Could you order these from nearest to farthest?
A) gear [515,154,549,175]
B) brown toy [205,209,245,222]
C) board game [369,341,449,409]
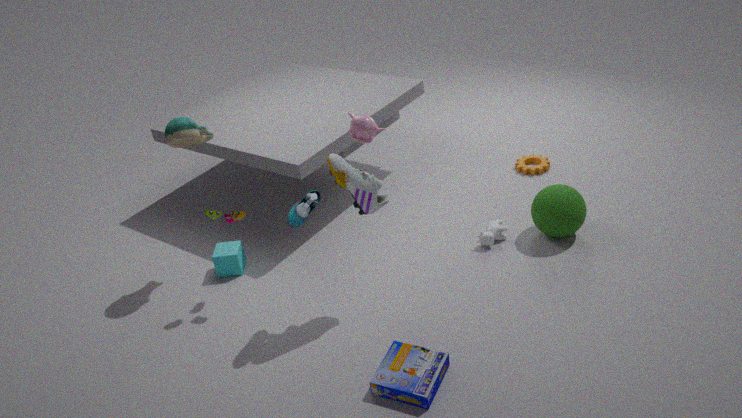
board game [369,341,449,409] < brown toy [205,209,245,222] < gear [515,154,549,175]
